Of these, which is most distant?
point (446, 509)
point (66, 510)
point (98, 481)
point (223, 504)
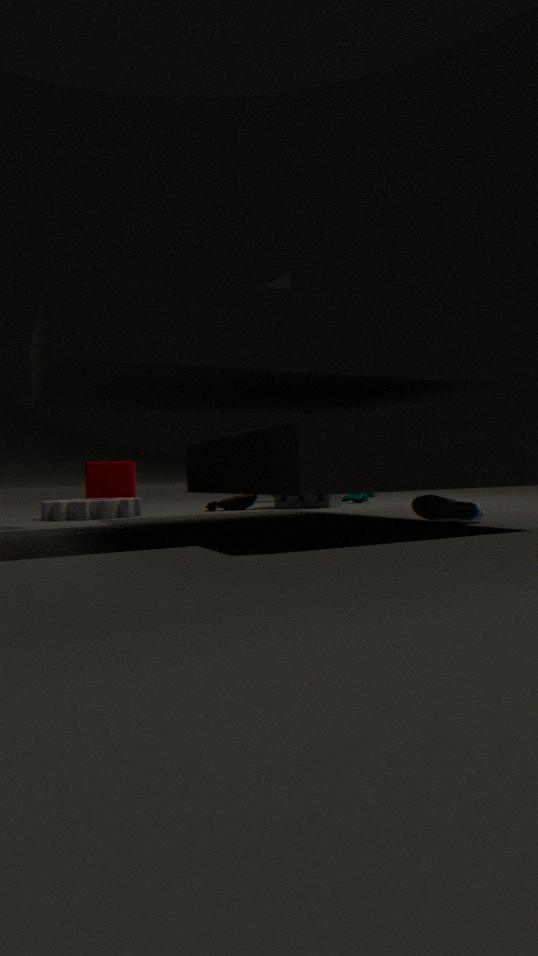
point (98, 481)
